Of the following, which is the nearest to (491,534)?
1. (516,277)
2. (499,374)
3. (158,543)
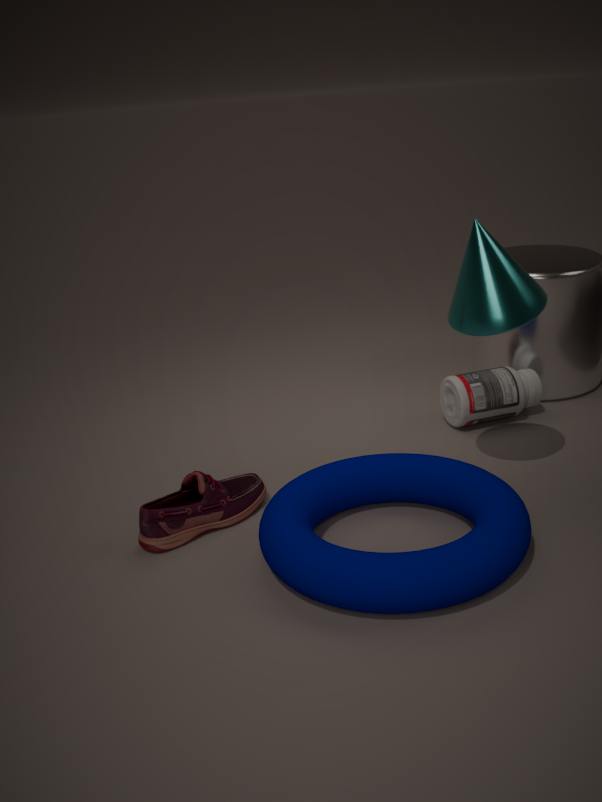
(158,543)
